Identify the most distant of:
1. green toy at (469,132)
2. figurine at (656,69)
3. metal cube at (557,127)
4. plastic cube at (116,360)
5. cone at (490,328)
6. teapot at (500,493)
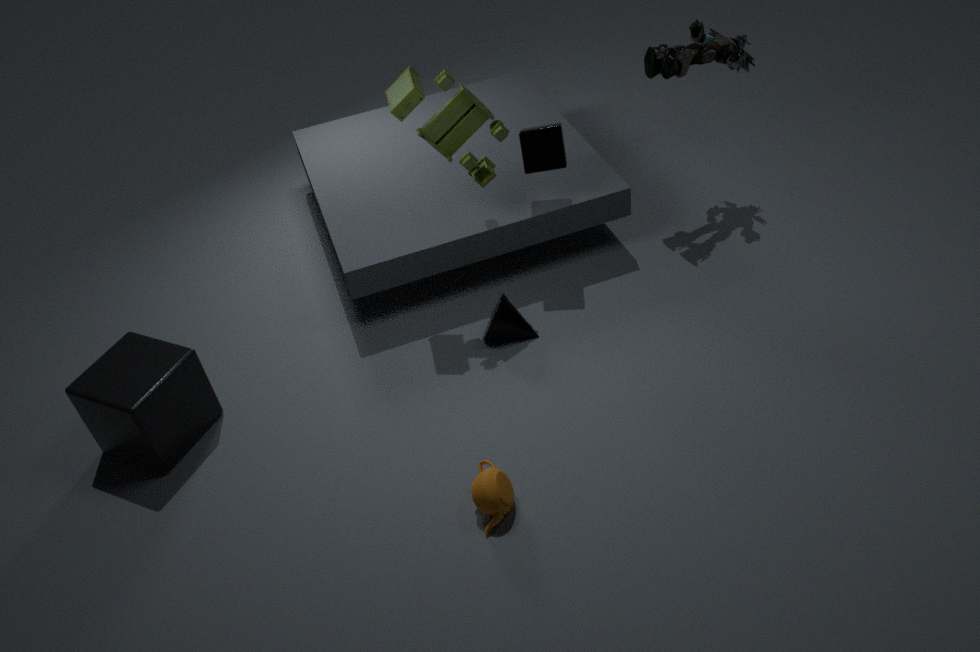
figurine at (656,69)
